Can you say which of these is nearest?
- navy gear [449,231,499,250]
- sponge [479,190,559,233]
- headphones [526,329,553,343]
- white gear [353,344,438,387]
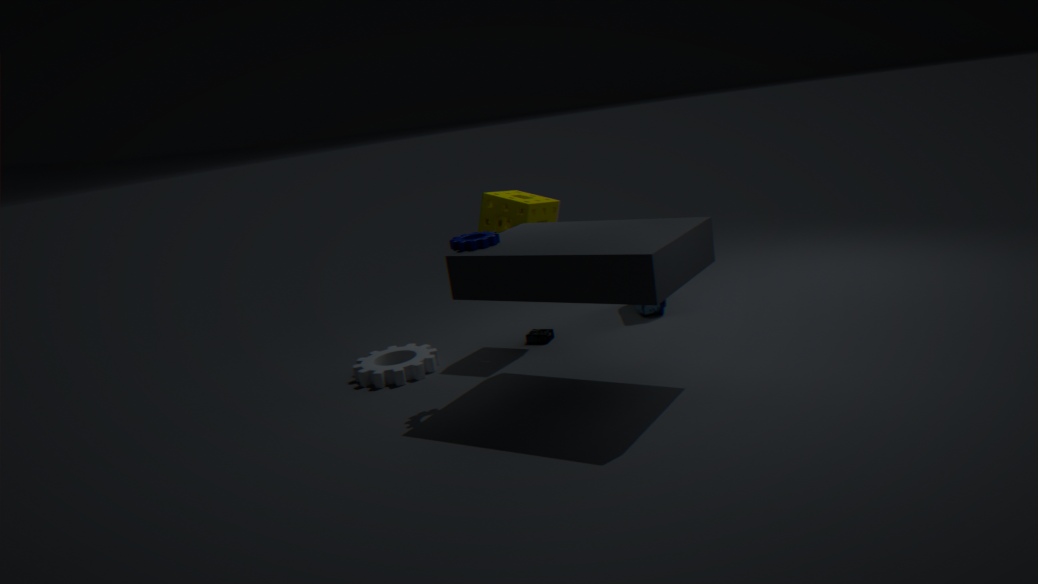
navy gear [449,231,499,250]
